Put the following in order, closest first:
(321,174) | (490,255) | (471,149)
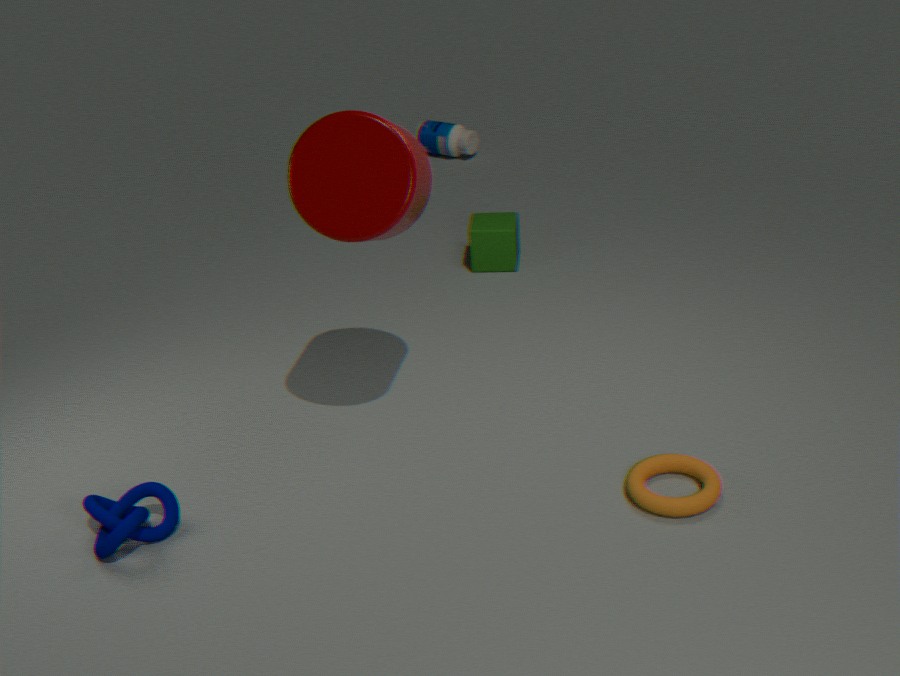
(321,174) < (490,255) < (471,149)
